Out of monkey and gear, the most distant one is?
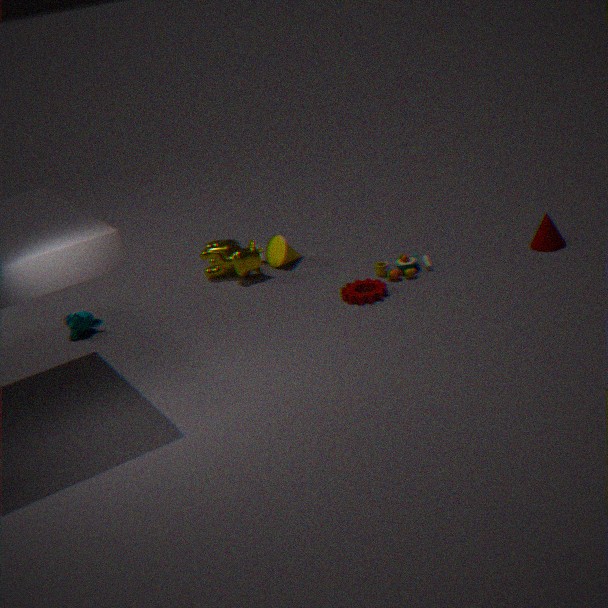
monkey
